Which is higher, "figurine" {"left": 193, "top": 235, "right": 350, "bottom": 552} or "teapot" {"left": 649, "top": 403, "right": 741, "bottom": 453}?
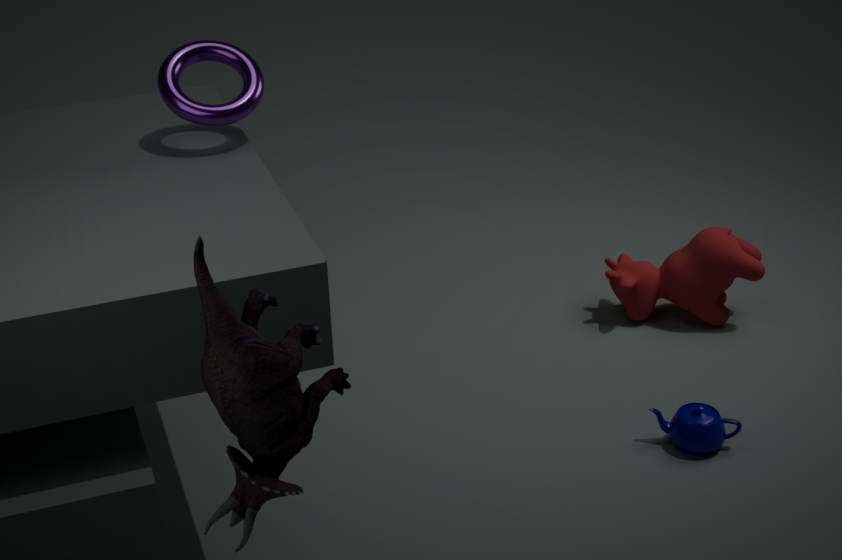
"figurine" {"left": 193, "top": 235, "right": 350, "bottom": 552}
